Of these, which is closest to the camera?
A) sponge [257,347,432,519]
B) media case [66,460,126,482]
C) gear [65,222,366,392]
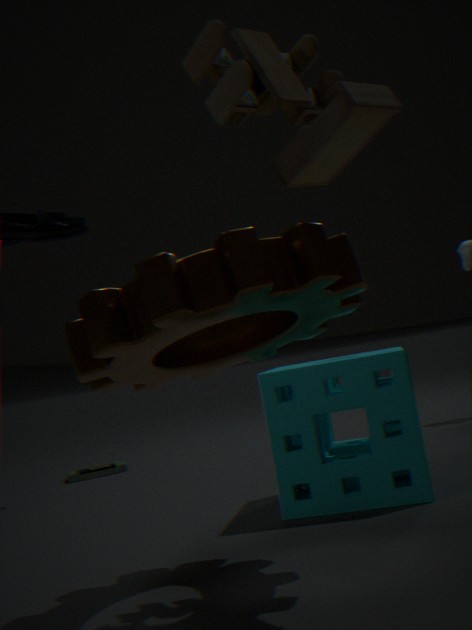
gear [65,222,366,392]
